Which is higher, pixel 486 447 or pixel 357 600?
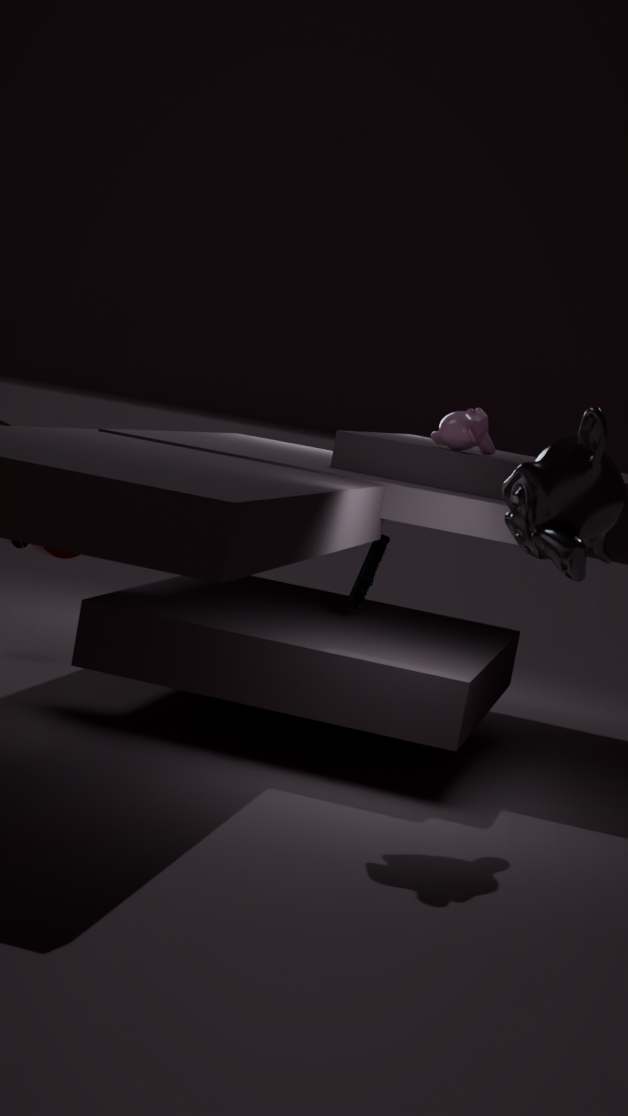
pixel 486 447
